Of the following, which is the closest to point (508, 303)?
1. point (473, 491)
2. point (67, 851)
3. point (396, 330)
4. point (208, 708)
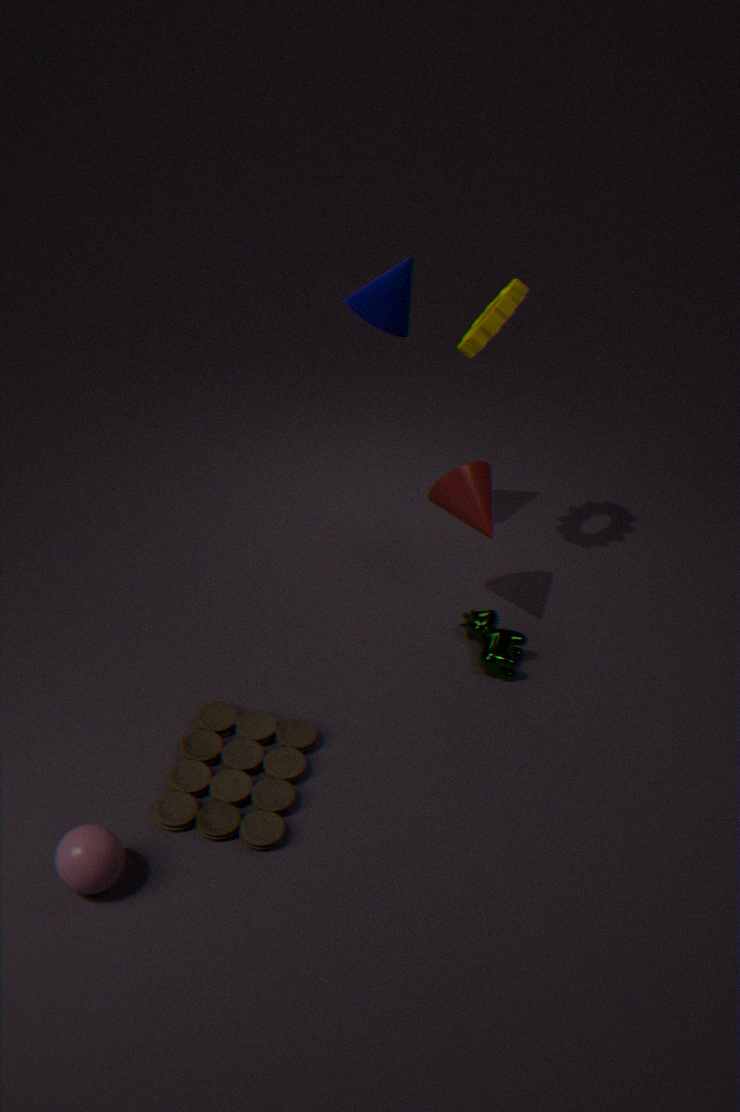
point (396, 330)
